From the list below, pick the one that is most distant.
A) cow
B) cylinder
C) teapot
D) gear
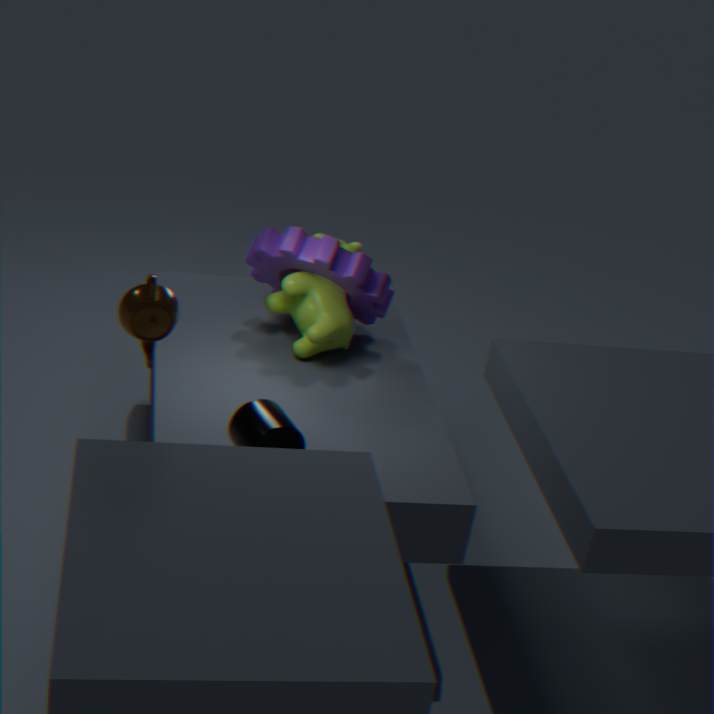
cow
